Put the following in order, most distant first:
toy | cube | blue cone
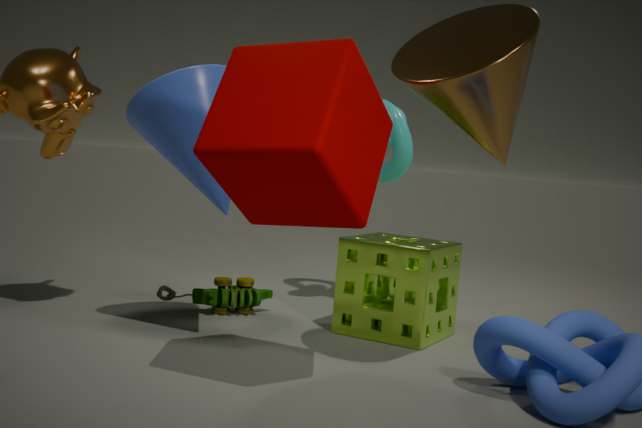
toy < blue cone < cube
